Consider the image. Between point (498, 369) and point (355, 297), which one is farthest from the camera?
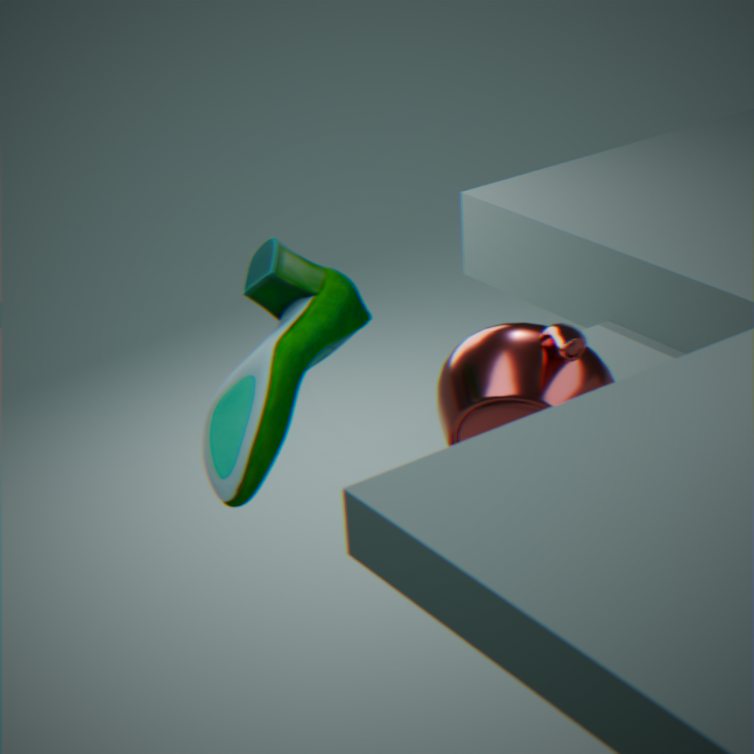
point (355, 297)
